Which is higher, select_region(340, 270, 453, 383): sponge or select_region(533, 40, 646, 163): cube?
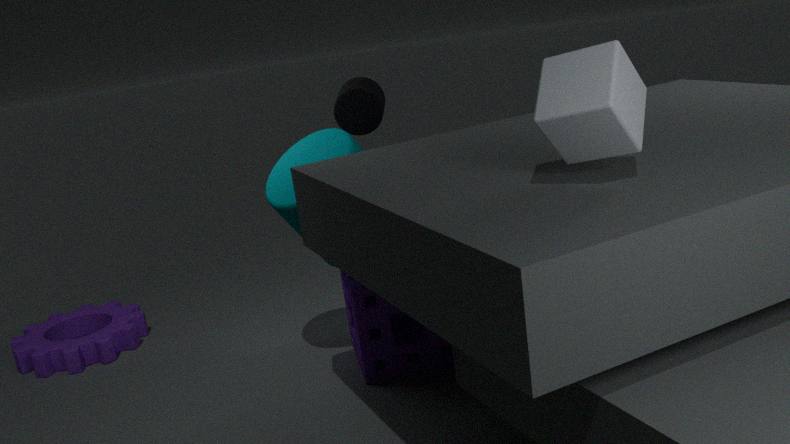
select_region(533, 40, 646, 163): cube
